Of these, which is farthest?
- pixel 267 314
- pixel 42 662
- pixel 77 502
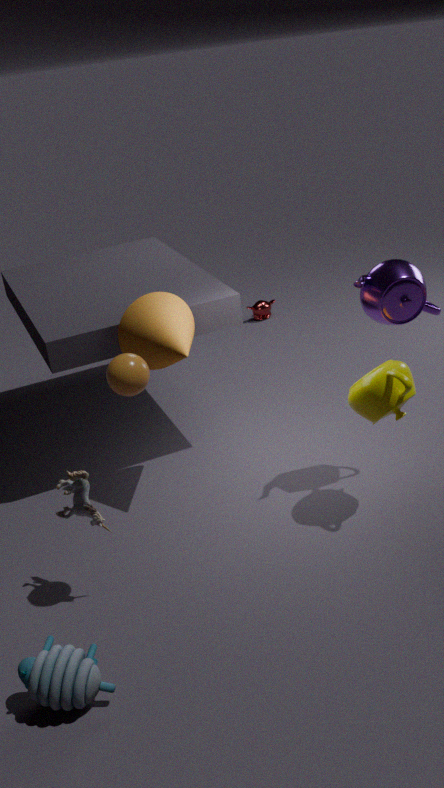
pixel 267 314
